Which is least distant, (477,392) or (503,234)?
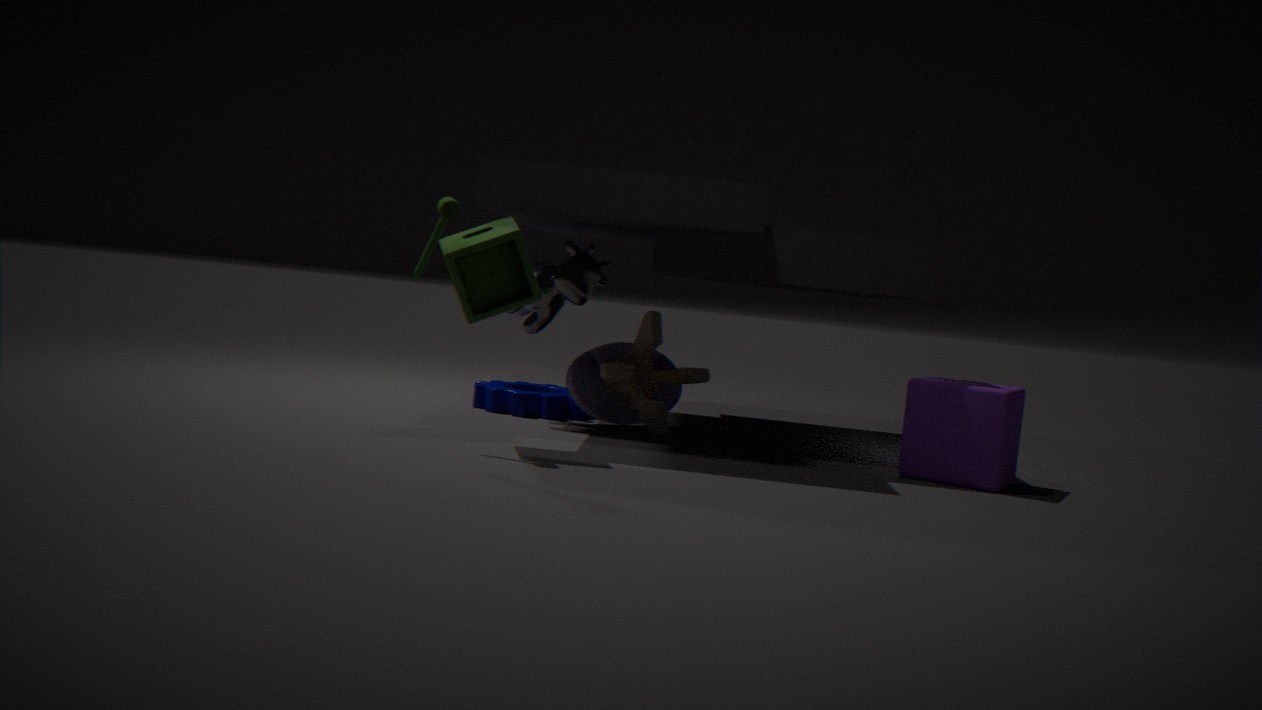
(503,234)
